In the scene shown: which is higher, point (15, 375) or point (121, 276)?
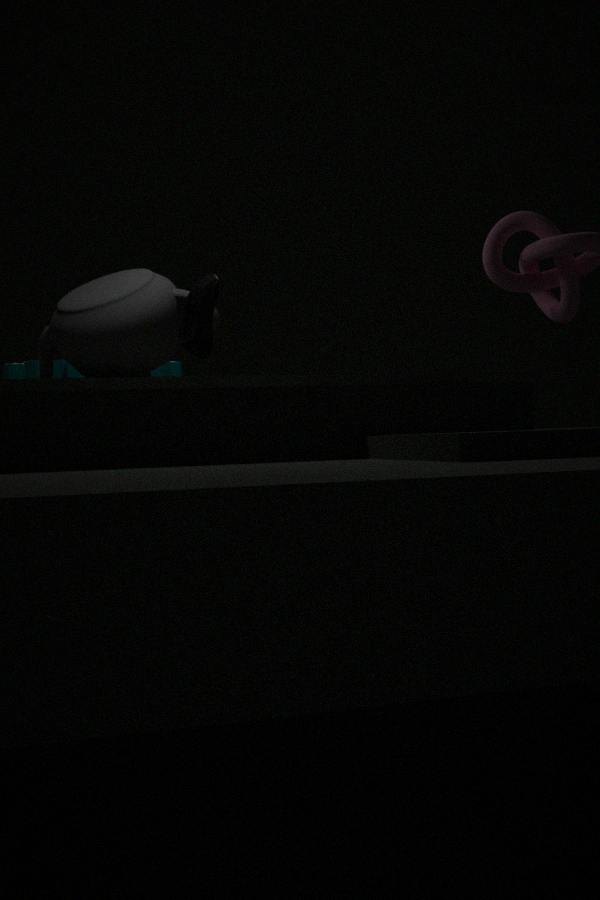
point (121, 276)
